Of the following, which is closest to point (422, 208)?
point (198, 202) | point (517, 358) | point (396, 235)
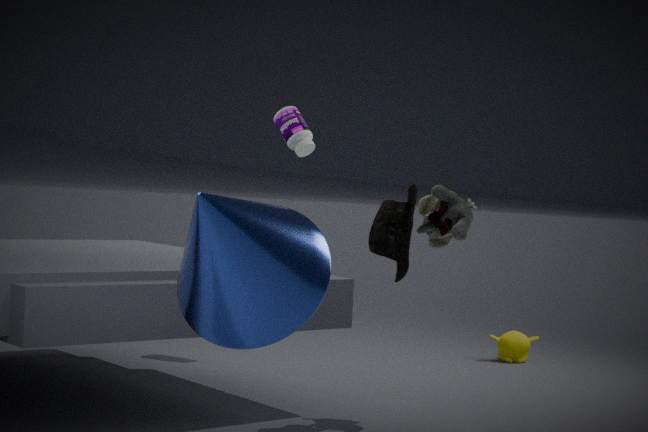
point (396, 235)
